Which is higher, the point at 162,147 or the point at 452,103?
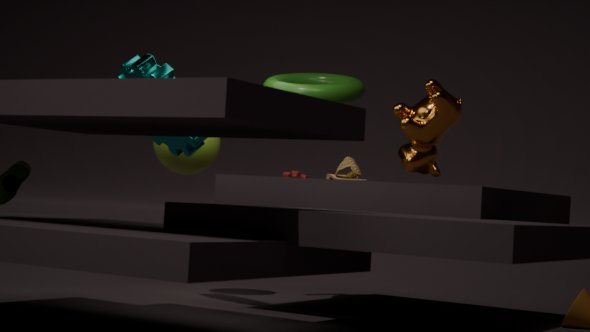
the point at 452,103
